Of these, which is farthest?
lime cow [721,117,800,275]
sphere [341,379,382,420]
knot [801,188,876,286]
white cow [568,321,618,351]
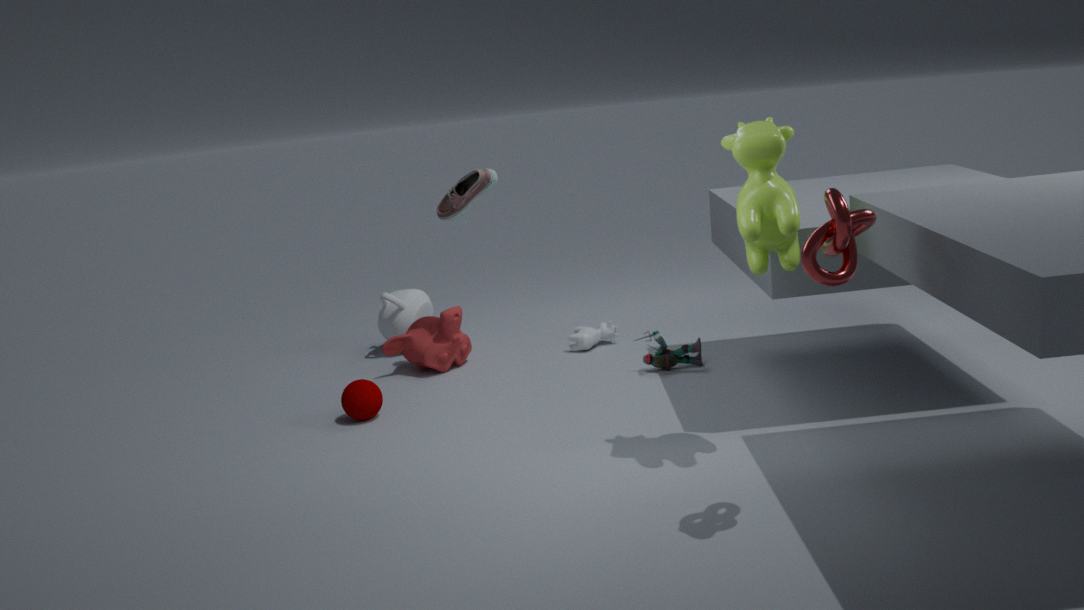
white cow [568,321,618,351]
